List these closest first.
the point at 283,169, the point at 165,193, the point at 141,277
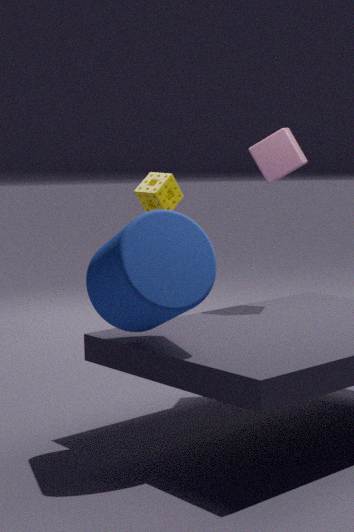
the point at 141,277, the point at 283,169, the point at 165,193
